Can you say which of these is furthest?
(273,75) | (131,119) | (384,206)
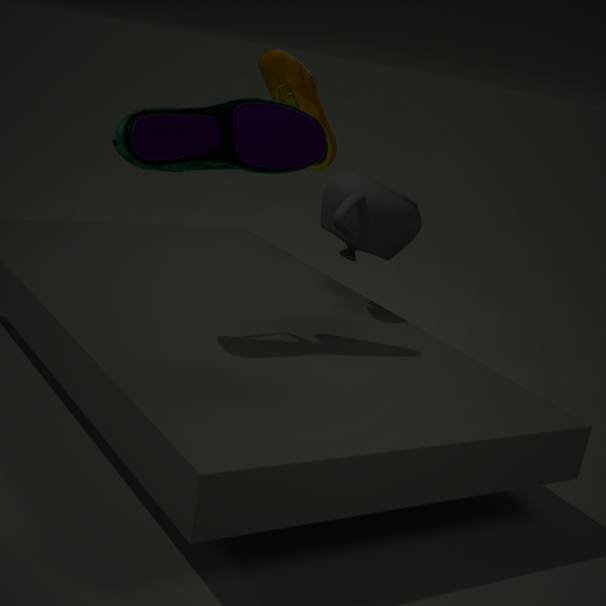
(384,206)
